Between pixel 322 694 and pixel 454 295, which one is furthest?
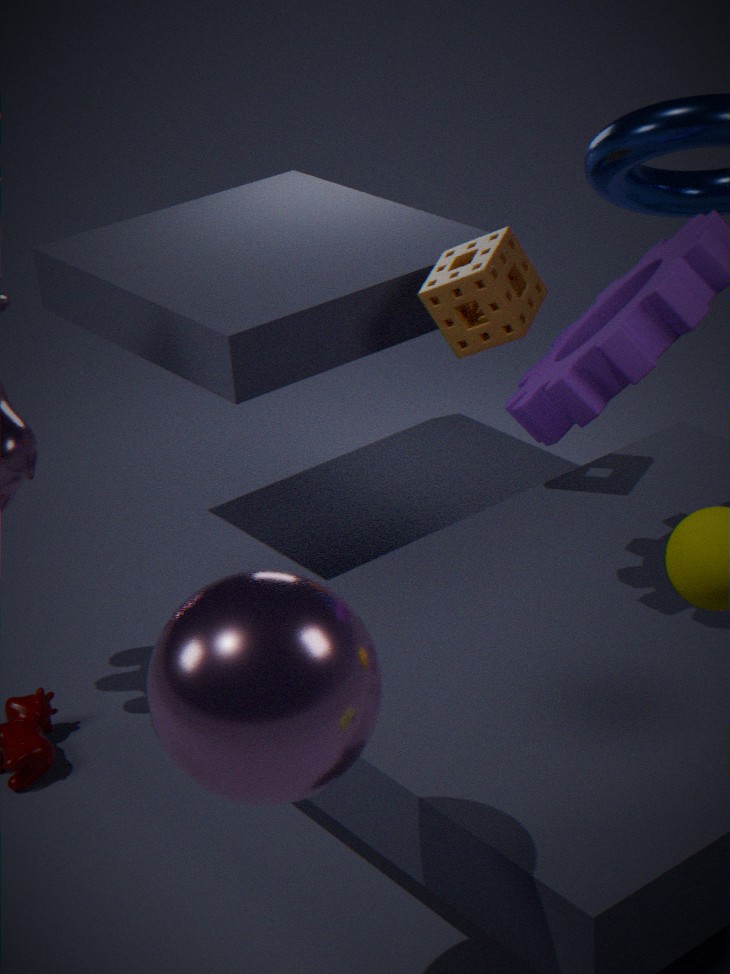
pixel 454 295
